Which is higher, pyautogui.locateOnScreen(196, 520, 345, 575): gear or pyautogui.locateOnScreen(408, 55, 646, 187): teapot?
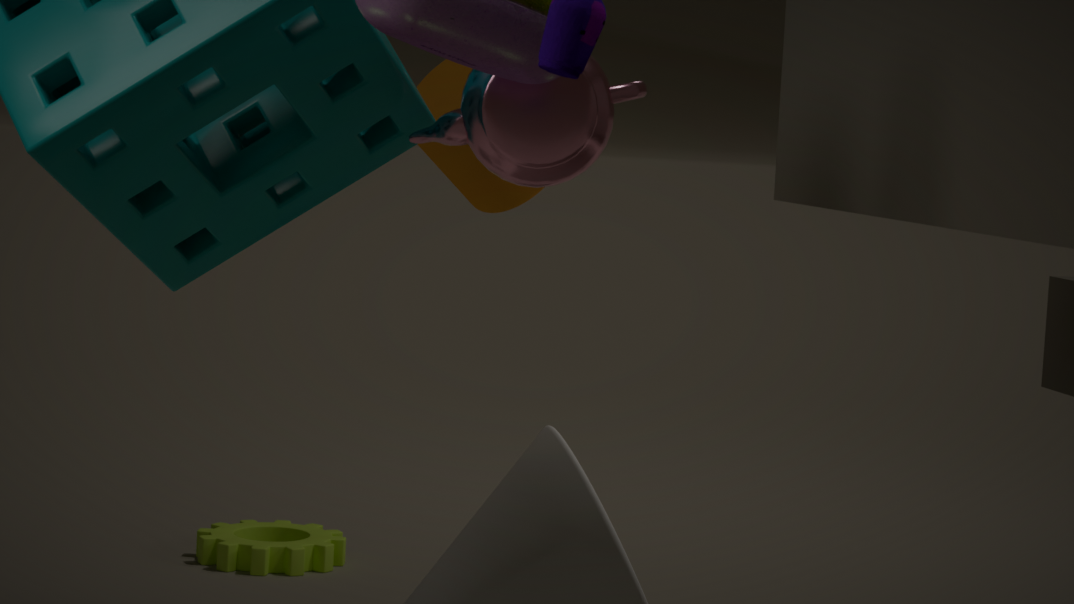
pyautogui.locateOnScreen(408, 55, 646, 187): teapot
